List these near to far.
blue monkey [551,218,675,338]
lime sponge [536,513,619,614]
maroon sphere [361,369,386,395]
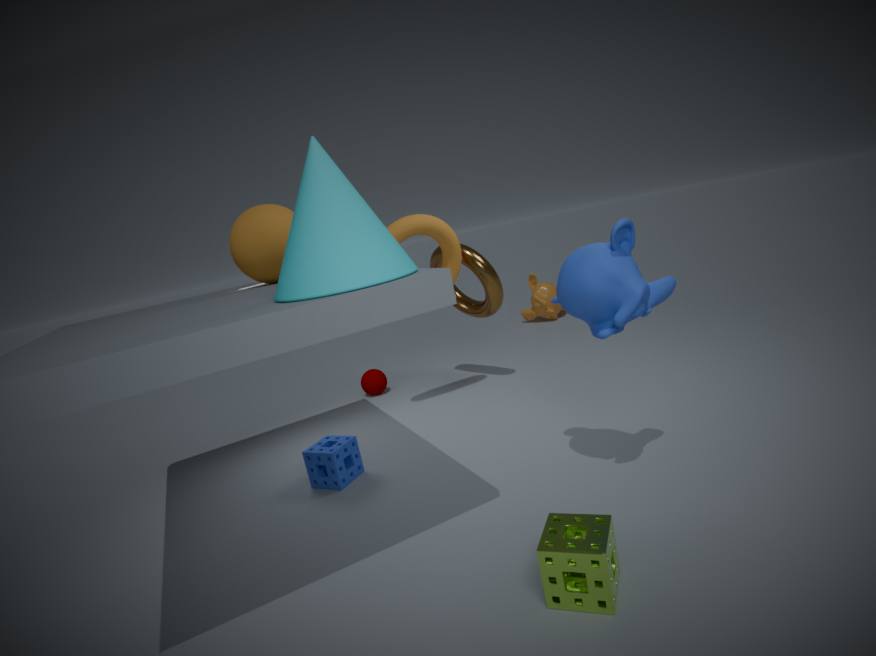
lime sponge [536,513,619,614] < blue monkey [551,218,675,338] < maroon sphere [361,369,386,395]
